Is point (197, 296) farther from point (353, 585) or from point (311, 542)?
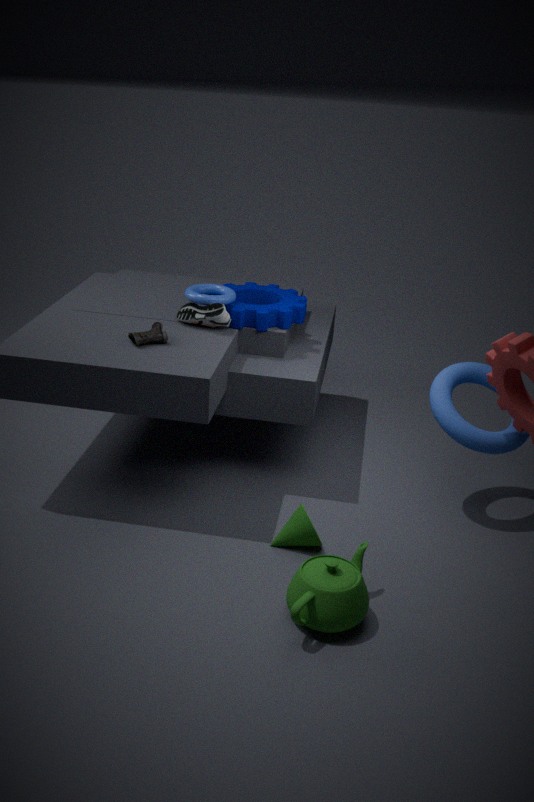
point (353, 585)
